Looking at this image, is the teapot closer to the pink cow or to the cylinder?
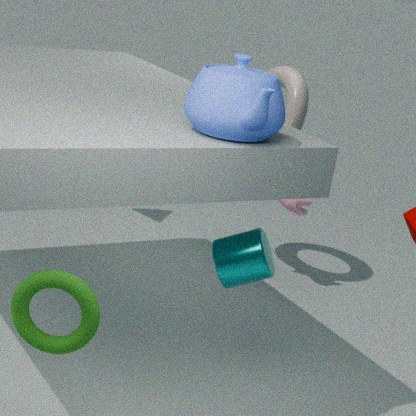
the cylinder
